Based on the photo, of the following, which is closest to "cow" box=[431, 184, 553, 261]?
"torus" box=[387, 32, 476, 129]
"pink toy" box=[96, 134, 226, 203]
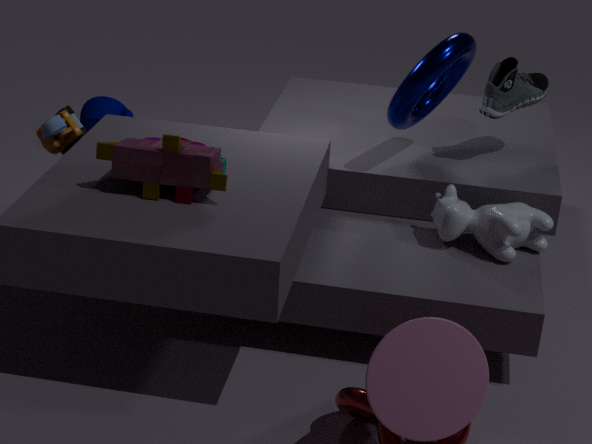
"torus" box=[387, 32, 476, 129]
